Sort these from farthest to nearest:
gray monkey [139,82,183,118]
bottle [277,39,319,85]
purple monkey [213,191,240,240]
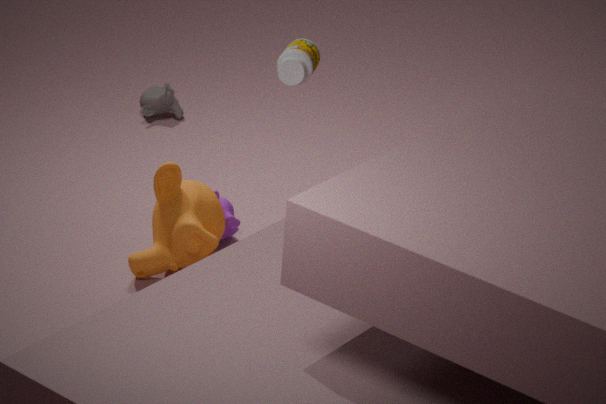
1. gray monkey [139,82,183,118]
2. purple monkey [213,191,240,240]
3. bottle [277,39,319,85]
